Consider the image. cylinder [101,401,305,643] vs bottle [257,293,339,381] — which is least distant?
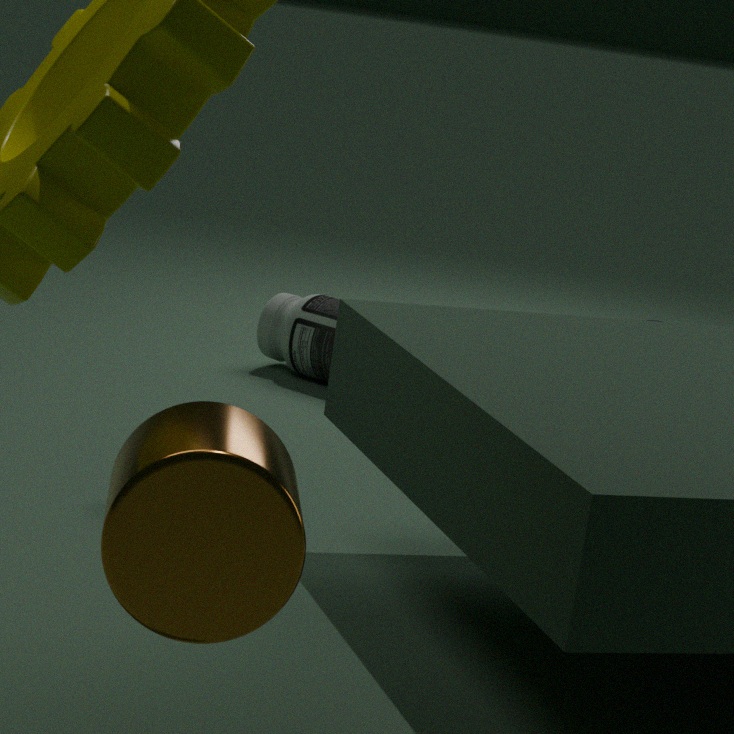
cylinder [101,401,305,643]
